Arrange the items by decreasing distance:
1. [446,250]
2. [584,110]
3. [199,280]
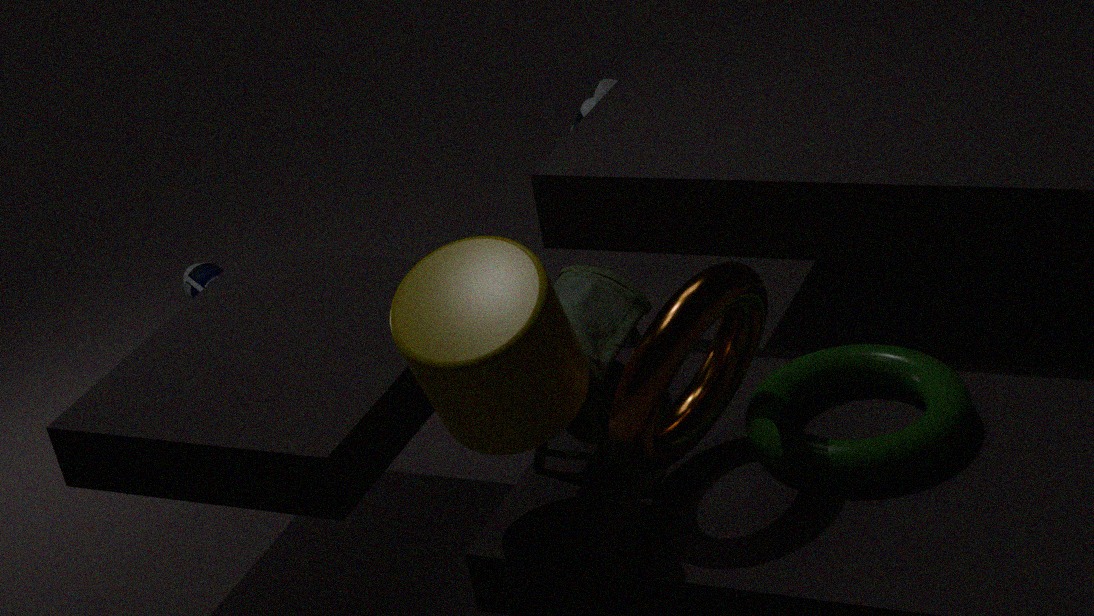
[199,280] < [584,110] < [446,250]
